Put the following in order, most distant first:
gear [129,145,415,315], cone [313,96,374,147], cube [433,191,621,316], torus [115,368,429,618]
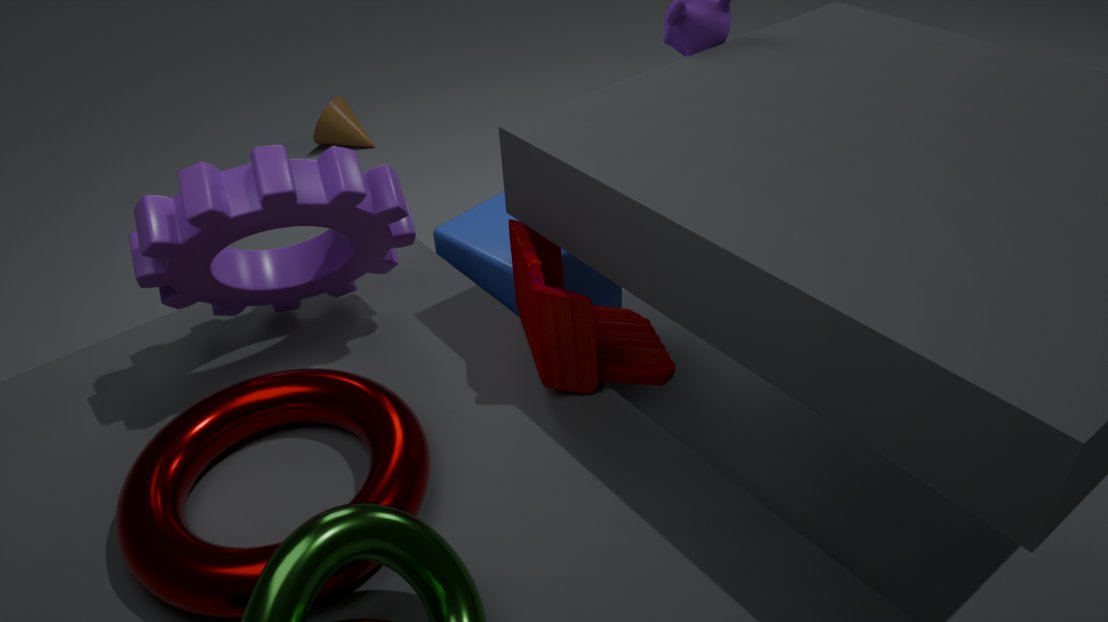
cone [313,96,374,147]
cube [433,191,621,316]
gear [129,145,415,315]
torus [115,368,429,618]
